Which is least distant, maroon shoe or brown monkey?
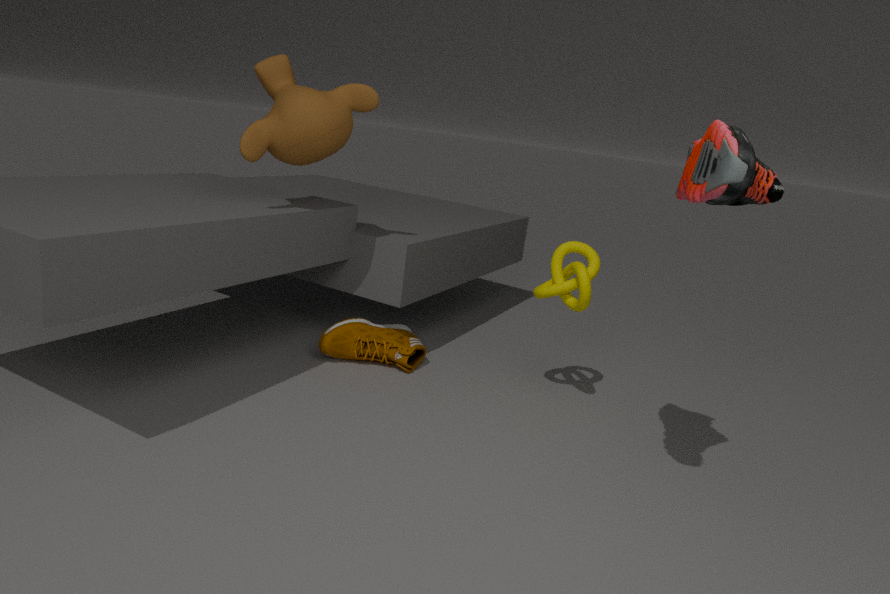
brown monkey
